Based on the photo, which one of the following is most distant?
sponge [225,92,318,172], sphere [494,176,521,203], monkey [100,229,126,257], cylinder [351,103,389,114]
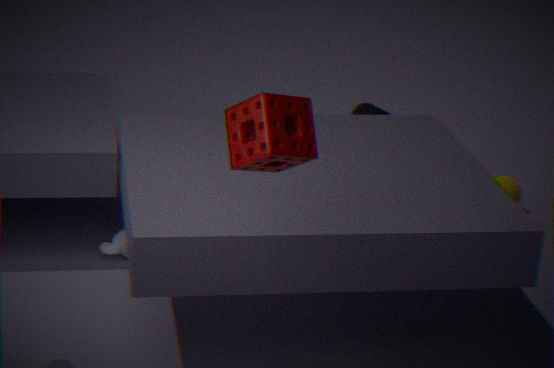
cylinder [351,103,389,114]
